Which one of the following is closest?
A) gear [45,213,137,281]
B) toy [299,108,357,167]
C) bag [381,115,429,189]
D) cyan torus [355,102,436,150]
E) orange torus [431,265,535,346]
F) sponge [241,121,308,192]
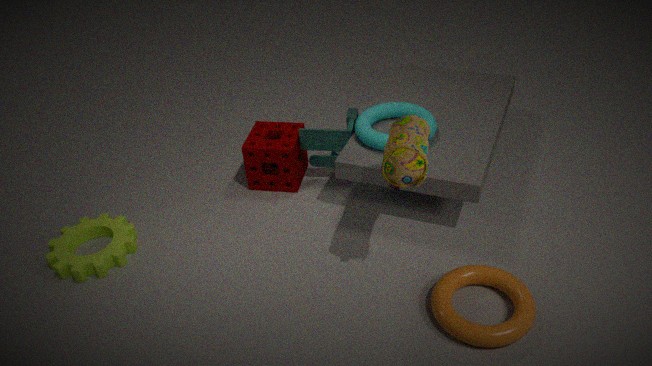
bag [381,115,429,189]
